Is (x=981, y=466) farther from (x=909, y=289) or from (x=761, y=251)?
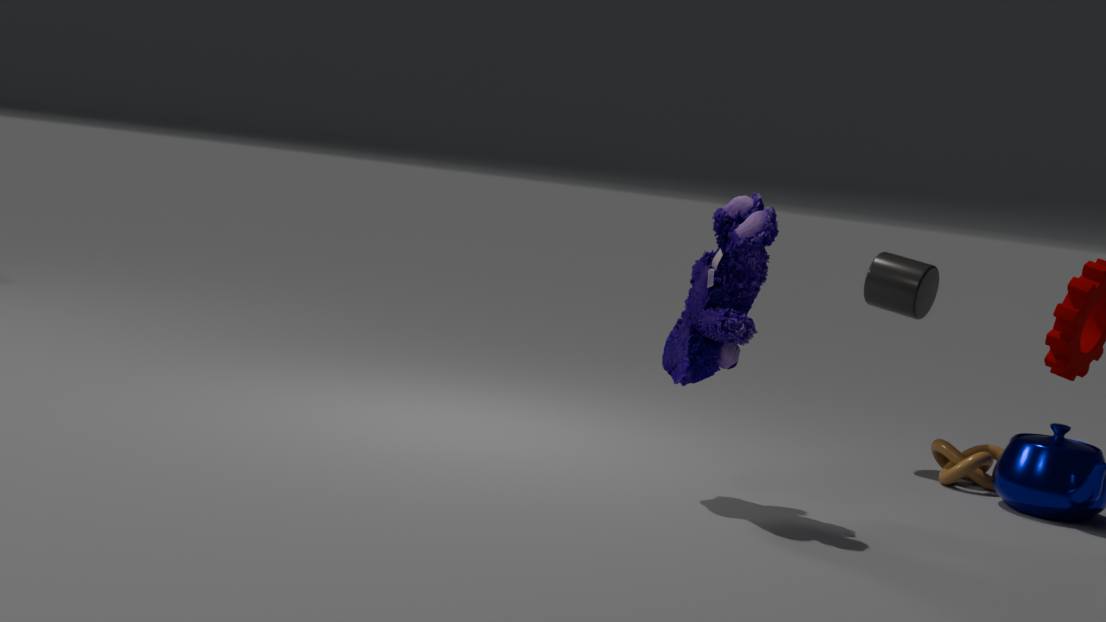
(x=761, y=251)
